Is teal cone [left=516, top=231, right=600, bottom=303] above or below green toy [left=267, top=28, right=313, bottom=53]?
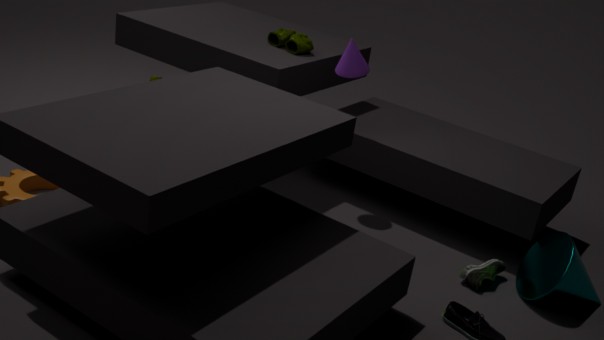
below
